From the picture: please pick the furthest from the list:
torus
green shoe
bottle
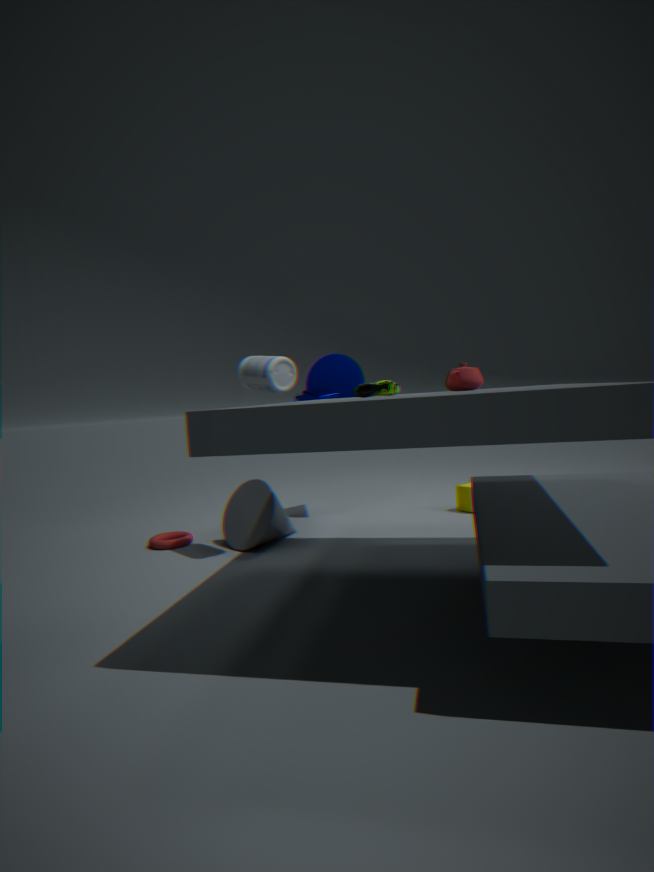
torus
